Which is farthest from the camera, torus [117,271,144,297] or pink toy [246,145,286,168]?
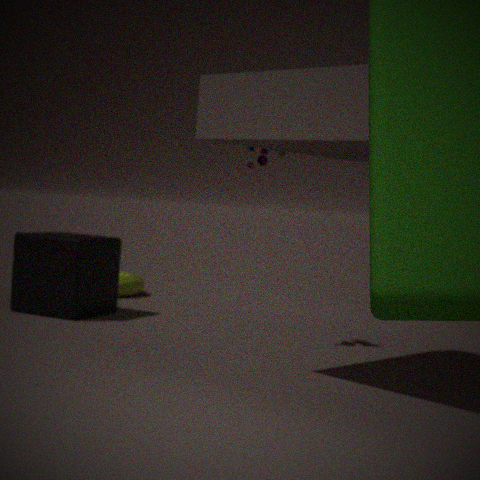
torus [117,271,144,297]
